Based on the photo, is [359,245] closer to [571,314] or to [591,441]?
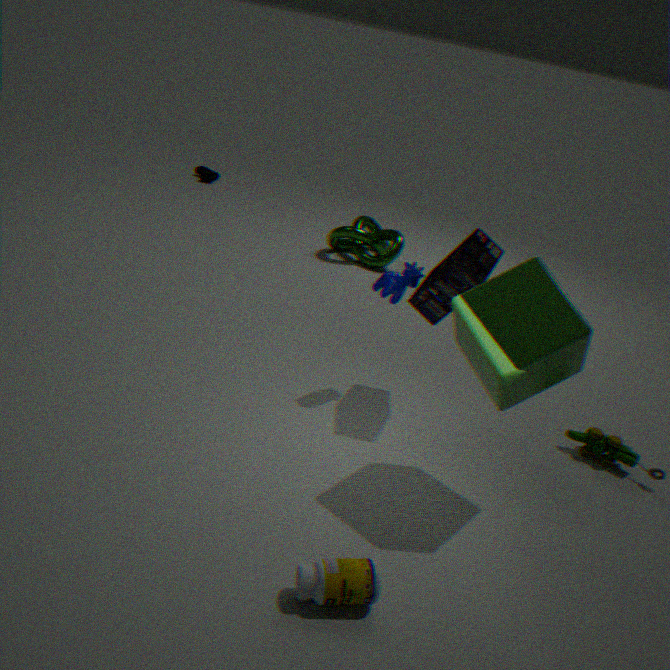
[591,441]
